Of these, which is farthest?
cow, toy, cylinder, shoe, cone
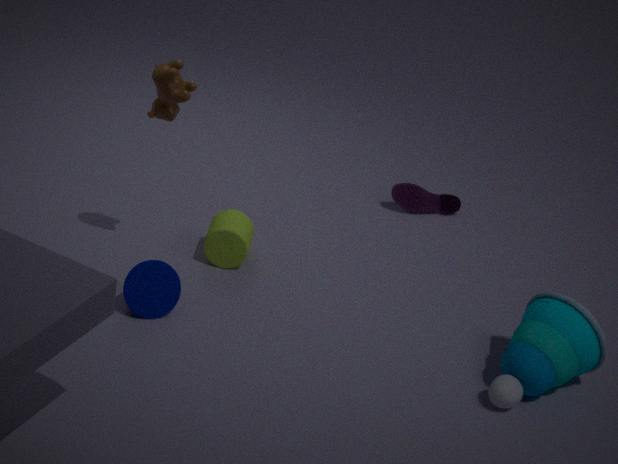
shoe
